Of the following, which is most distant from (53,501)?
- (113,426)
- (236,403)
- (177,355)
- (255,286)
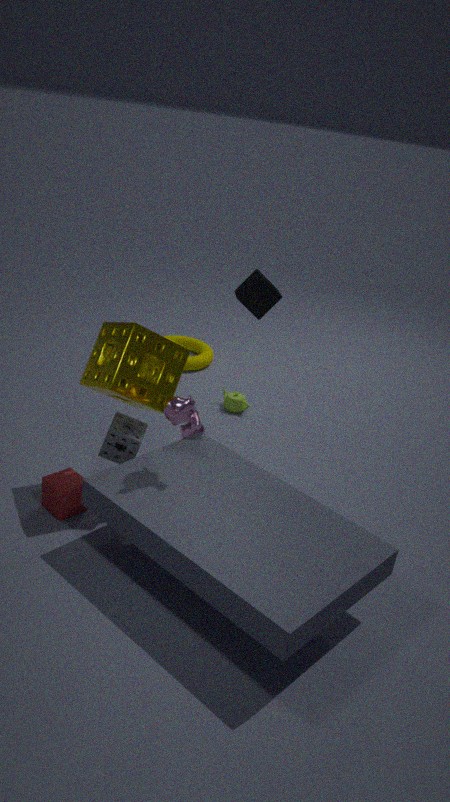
(236,403)
